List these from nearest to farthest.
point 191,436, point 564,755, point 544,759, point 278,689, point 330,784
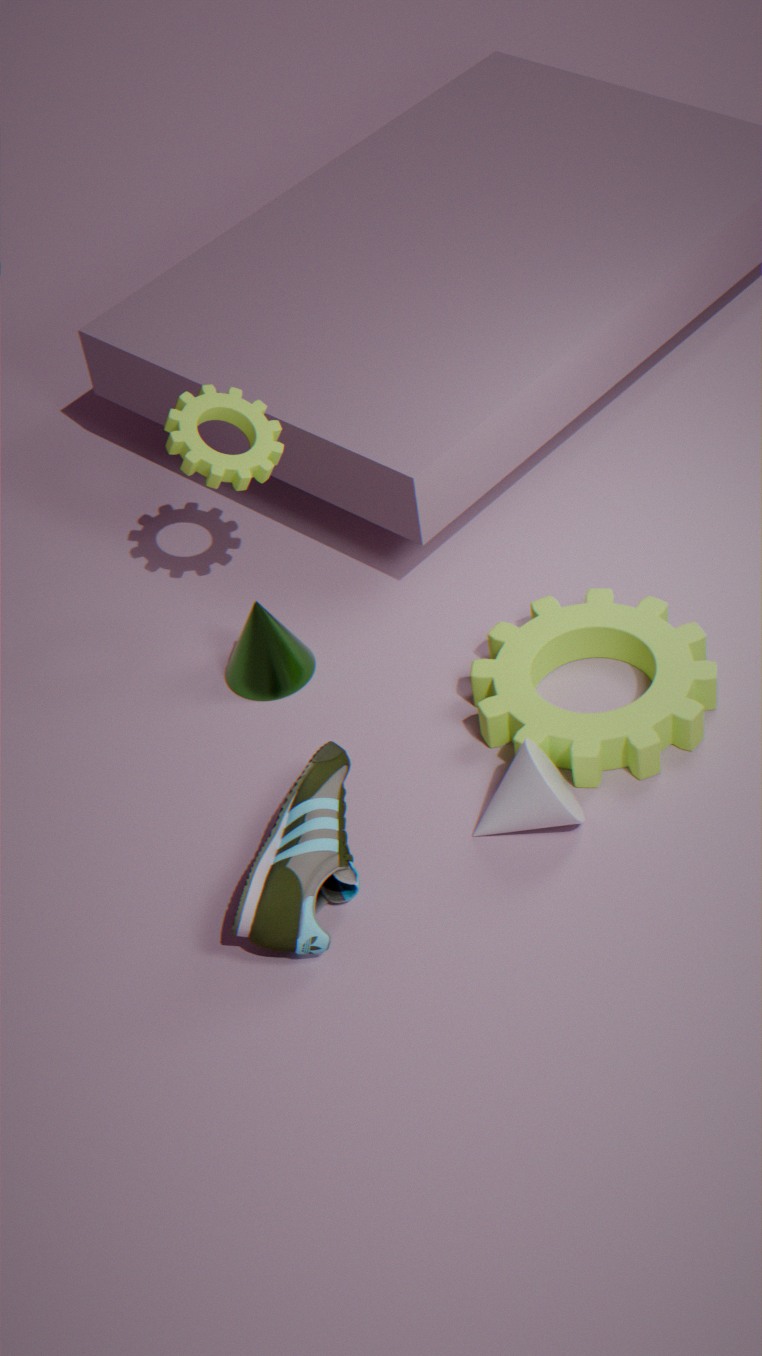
1. point 330,784
2. point 544,759
3. point 564,755
4. point 191,436
5. point 278,689
